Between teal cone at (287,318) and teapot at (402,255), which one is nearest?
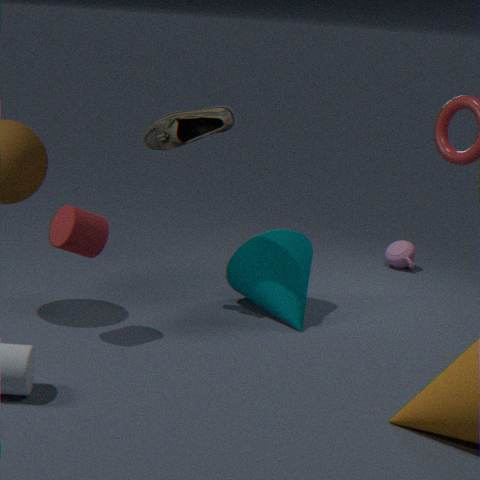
teal cone at (287,318)
